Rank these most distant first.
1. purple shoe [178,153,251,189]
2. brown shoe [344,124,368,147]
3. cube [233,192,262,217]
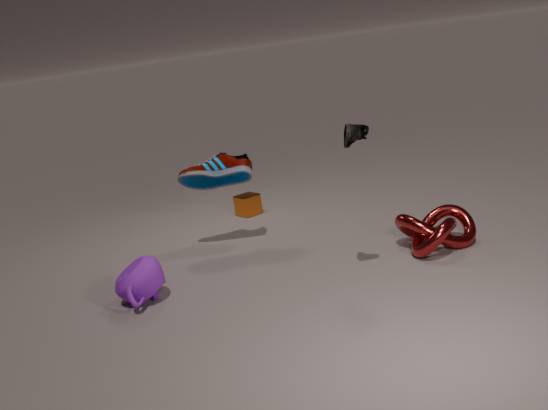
cube [233,192,262,217], purple shoe [178,153,251,189], brown shoe [344,124,368,147]
